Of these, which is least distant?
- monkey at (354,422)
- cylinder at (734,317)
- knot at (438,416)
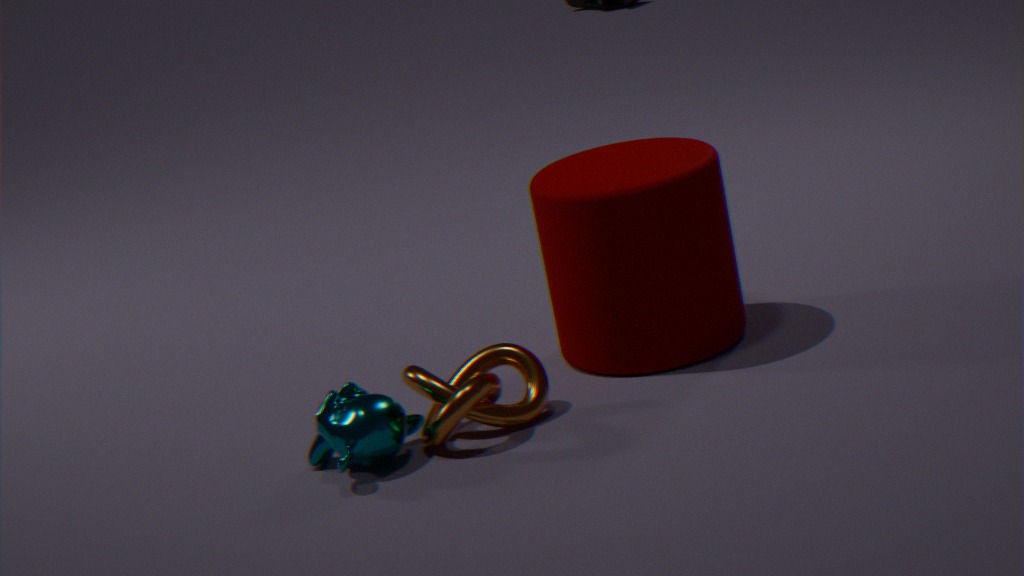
monkey at (354,422)
